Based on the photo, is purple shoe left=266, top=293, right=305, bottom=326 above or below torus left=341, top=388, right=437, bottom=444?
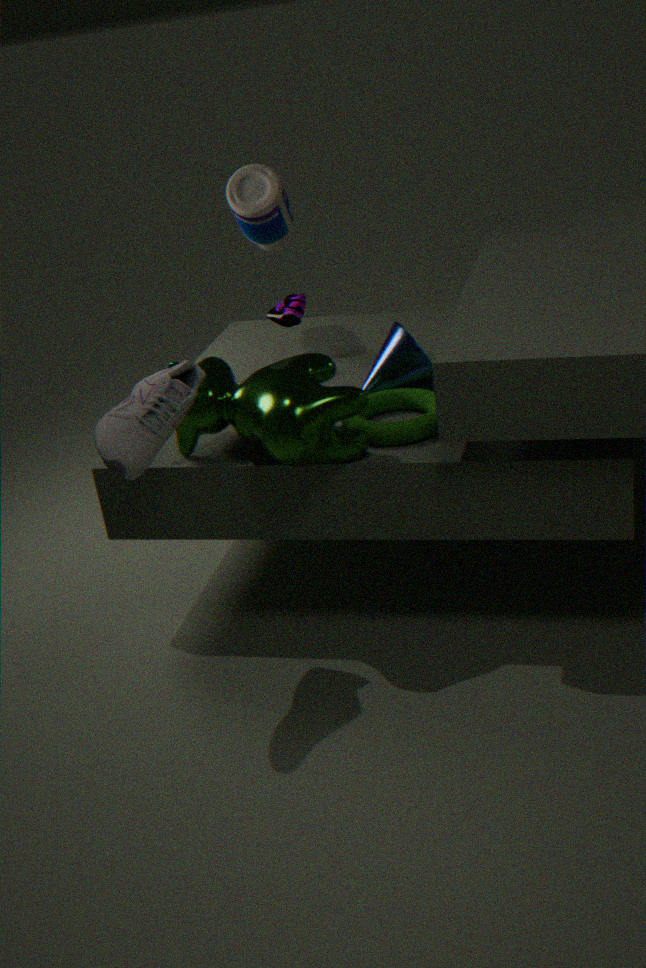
above
